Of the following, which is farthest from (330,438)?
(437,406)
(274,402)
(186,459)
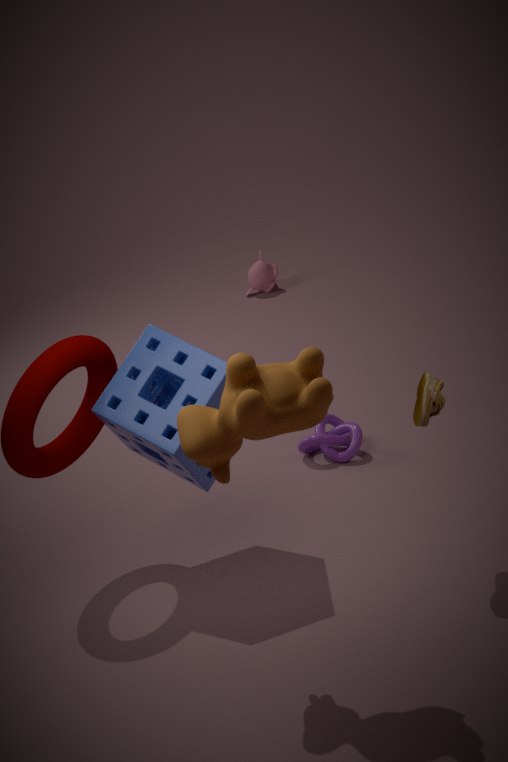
(274,402)
